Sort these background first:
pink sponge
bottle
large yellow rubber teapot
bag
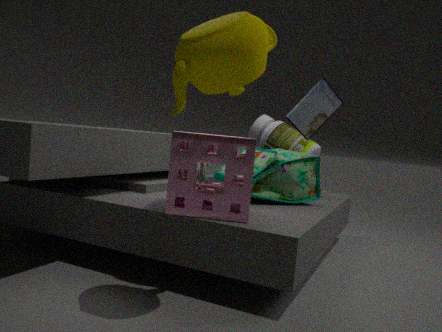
bottle → bag → pink sponge → large yellow rubber teapot
